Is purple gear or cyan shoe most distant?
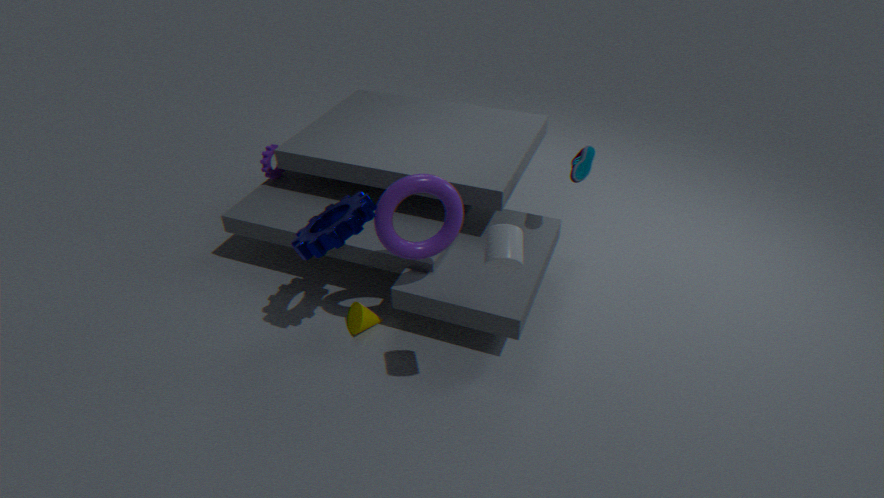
purple gear
